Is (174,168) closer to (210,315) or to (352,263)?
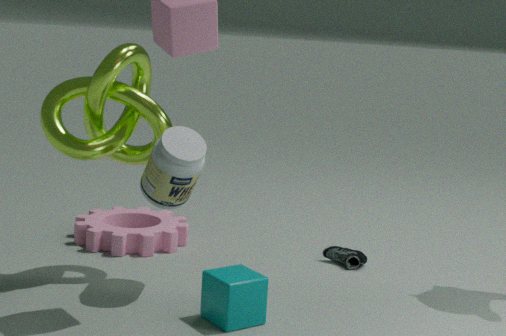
(210,315)
